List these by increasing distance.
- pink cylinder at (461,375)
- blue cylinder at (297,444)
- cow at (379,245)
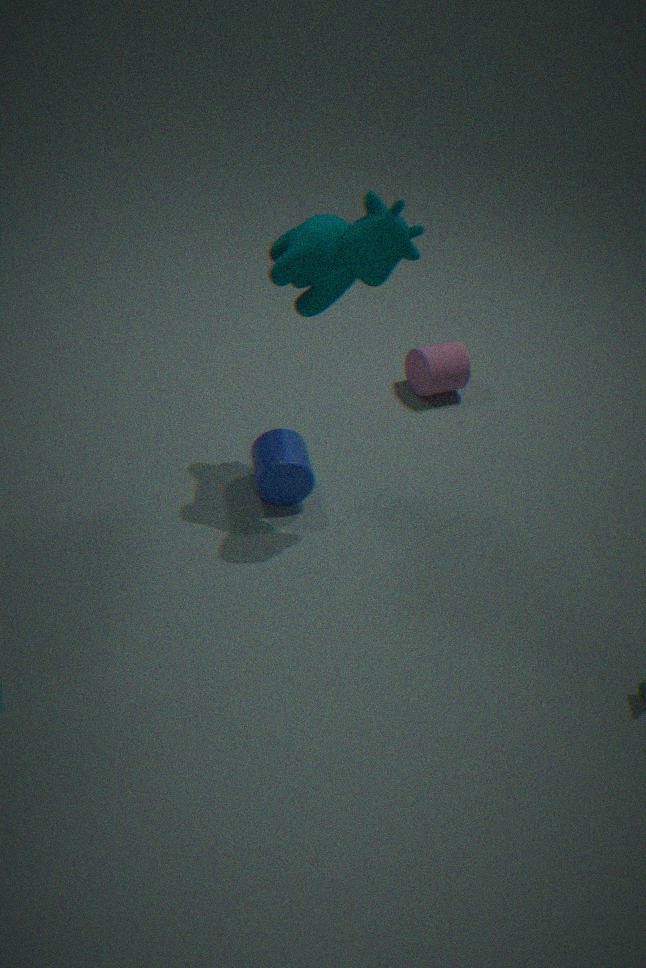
1. cow at (379,245)
2. blue cylinder at (297,444)
3. pink cylinder at (461,375)
